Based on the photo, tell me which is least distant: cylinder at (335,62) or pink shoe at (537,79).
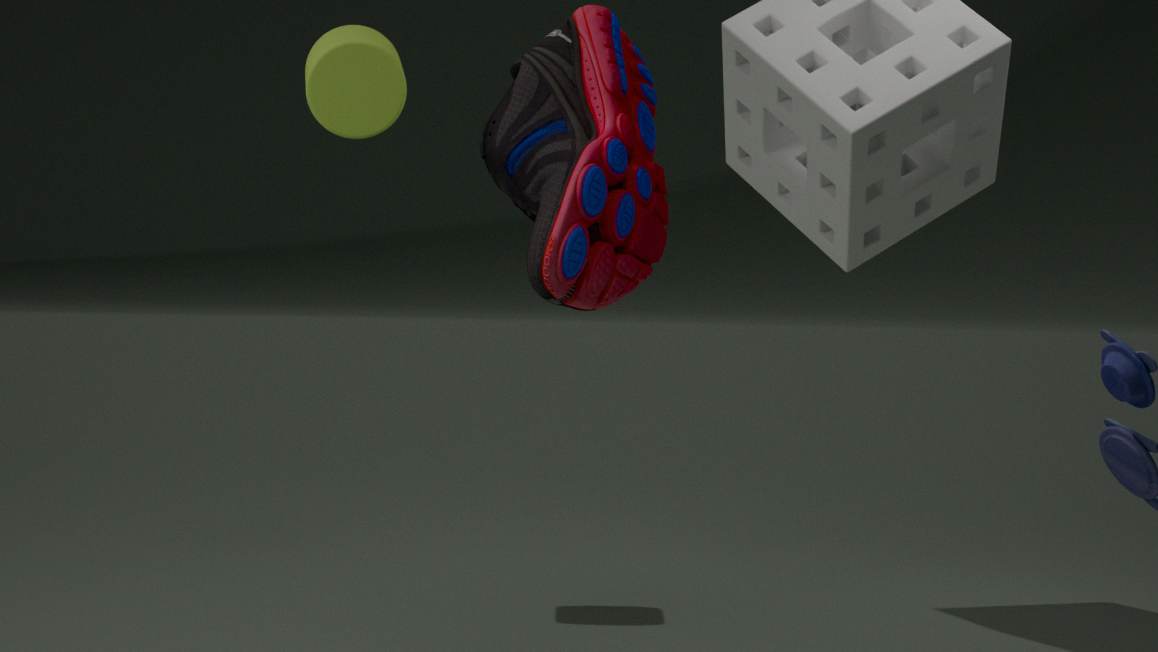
pink shoe at (537,79)
